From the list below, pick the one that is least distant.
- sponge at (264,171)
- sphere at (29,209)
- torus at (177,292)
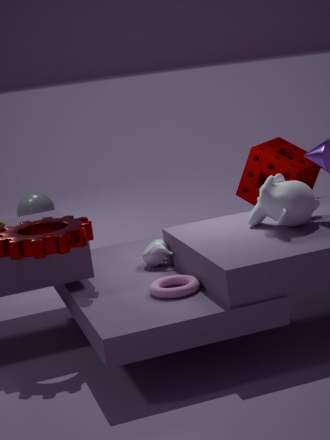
torus at (177,292)
